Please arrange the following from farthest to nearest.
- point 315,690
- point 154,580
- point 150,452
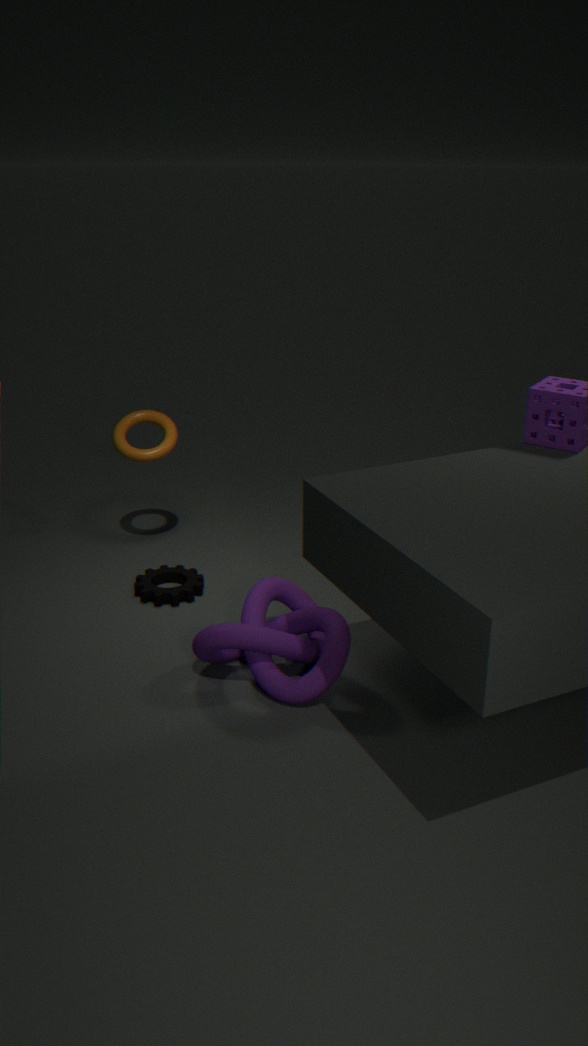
point 150,452, point 154,580, point 315,690
